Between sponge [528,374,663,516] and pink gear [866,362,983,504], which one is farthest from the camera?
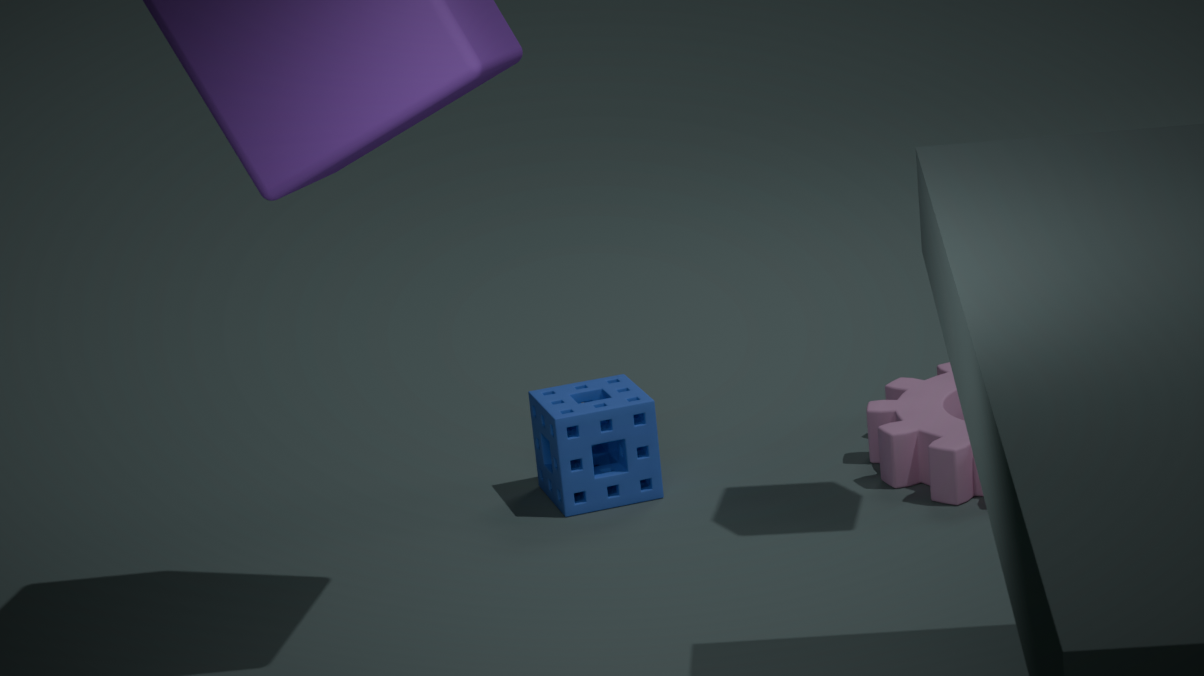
sponge [528,374,663,516]
